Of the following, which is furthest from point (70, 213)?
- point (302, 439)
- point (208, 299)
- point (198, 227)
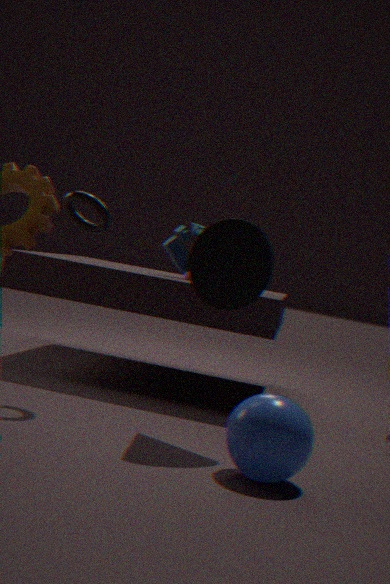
point (302, 439)
